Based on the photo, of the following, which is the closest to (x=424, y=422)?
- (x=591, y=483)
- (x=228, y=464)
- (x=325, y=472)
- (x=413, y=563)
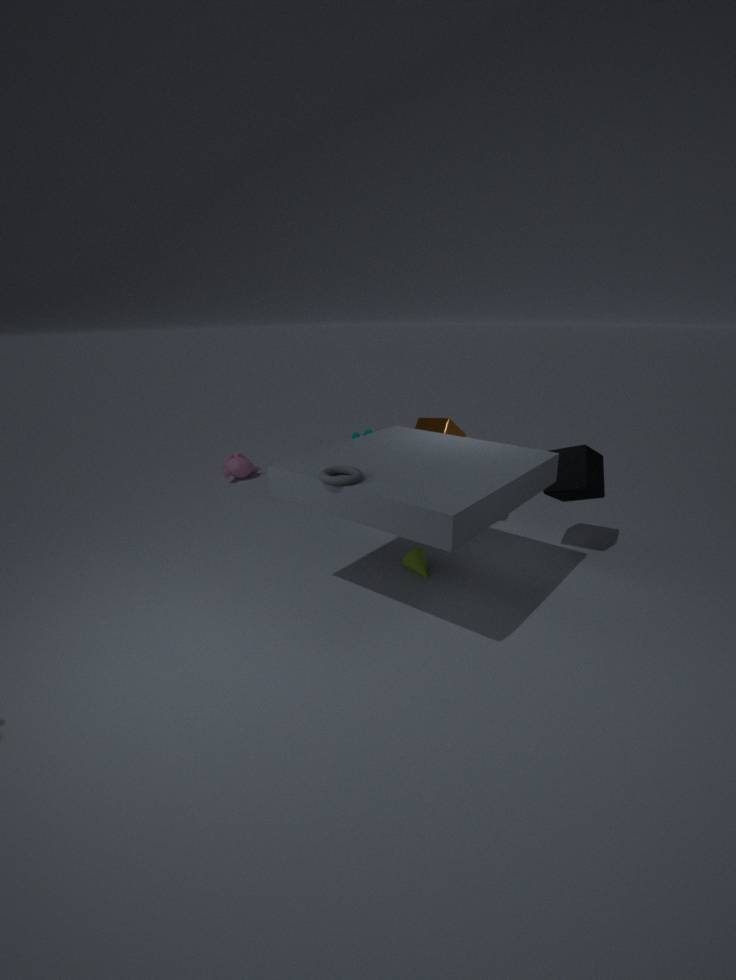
(x=591, y=483)
